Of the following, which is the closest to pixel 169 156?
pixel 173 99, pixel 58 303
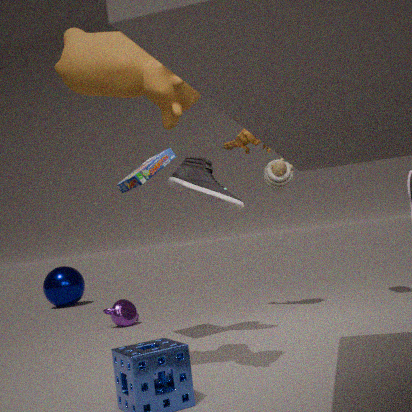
pixel 173 99
